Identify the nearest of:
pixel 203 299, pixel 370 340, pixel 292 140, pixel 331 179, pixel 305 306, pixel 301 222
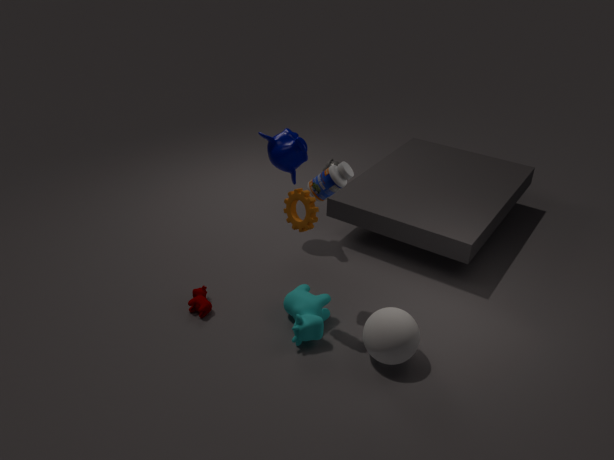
pixel 370 340
